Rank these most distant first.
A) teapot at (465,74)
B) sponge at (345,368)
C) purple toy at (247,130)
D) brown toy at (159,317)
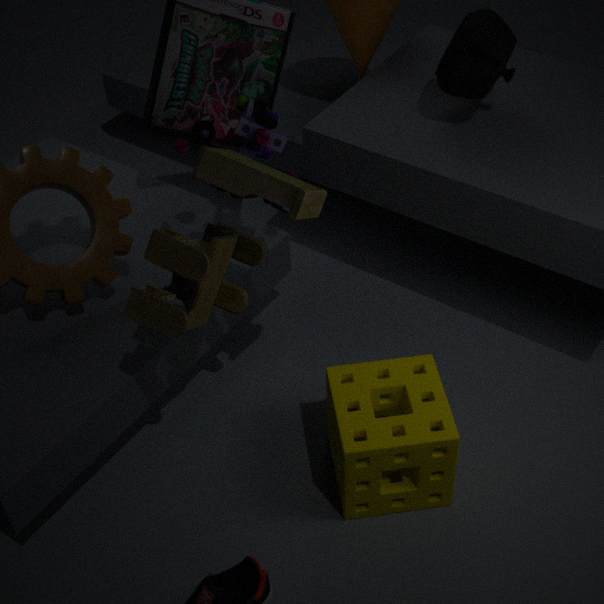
teapot at (465,74) < purple toy at (247,130) < sponge at (345,368) < brown toy at (159,317)
